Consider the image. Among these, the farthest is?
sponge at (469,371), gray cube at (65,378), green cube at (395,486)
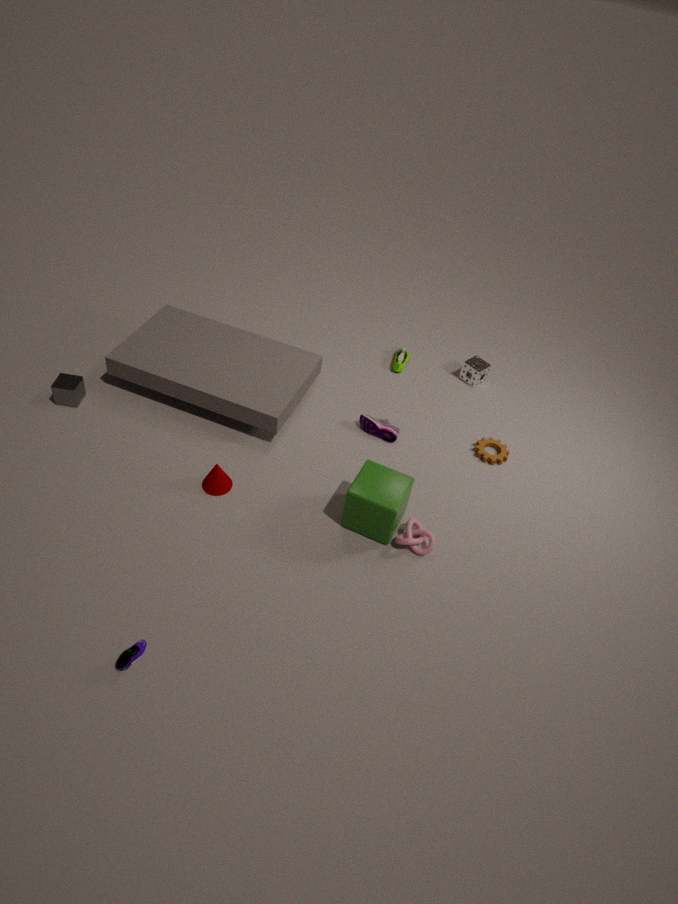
sponge at (469,371)
